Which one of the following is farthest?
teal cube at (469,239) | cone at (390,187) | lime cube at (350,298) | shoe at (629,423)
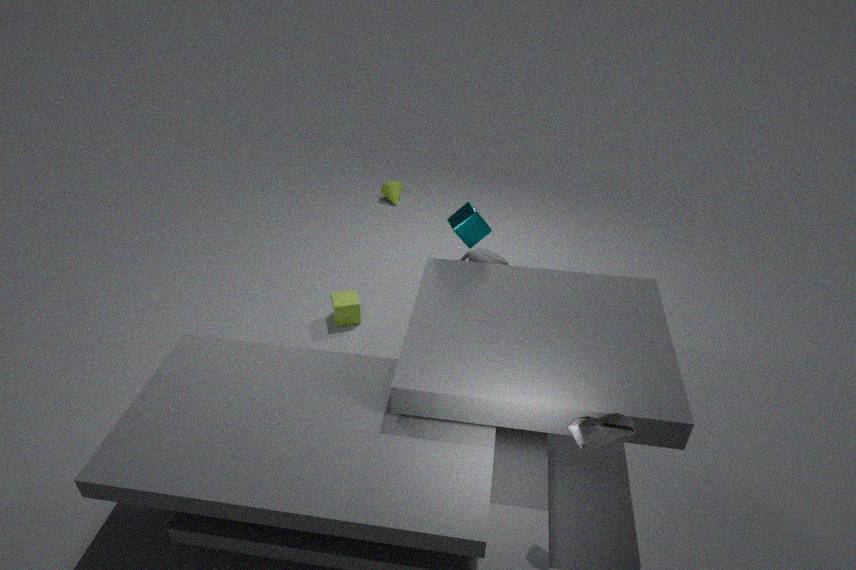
cone at (390,187)
